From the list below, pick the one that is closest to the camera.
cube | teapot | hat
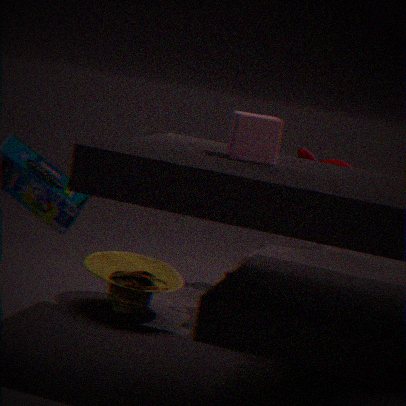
cube
